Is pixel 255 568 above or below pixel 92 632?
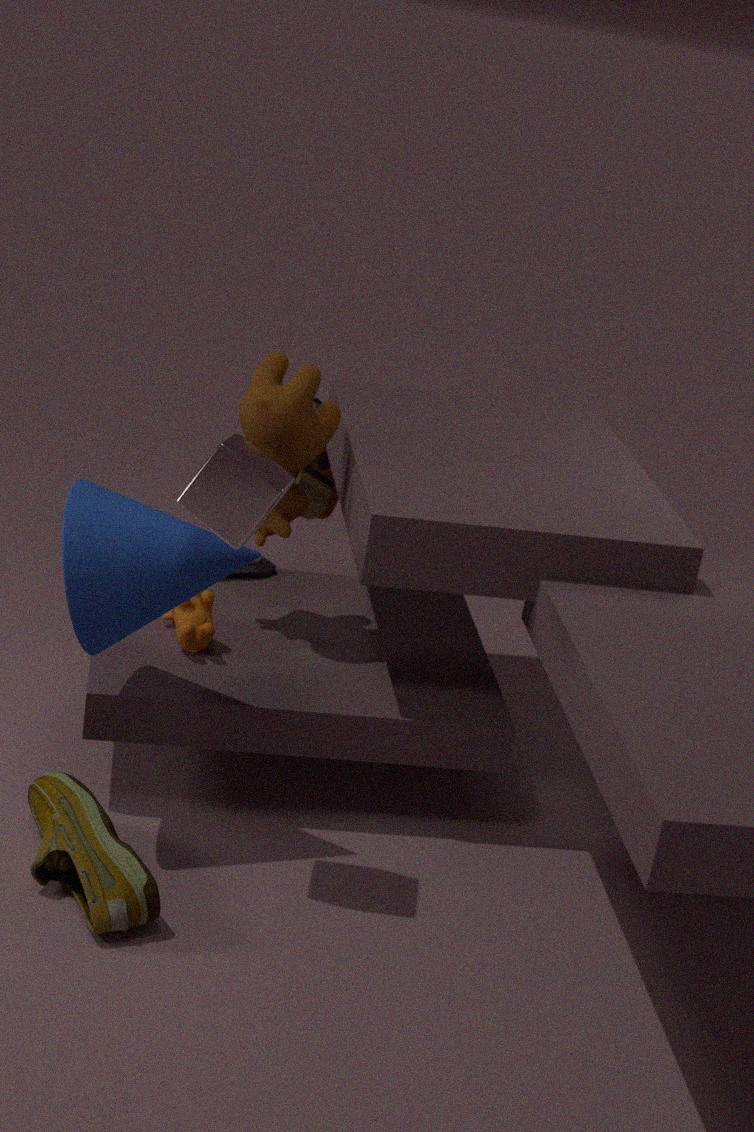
below
